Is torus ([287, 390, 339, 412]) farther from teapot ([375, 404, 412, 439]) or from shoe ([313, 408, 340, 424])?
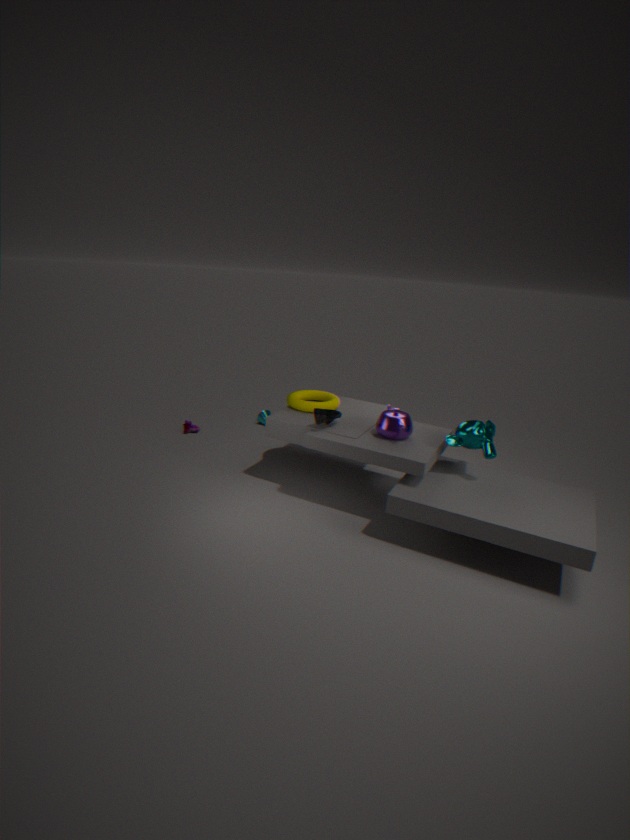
teapot ([375, 404, 412, 439])
